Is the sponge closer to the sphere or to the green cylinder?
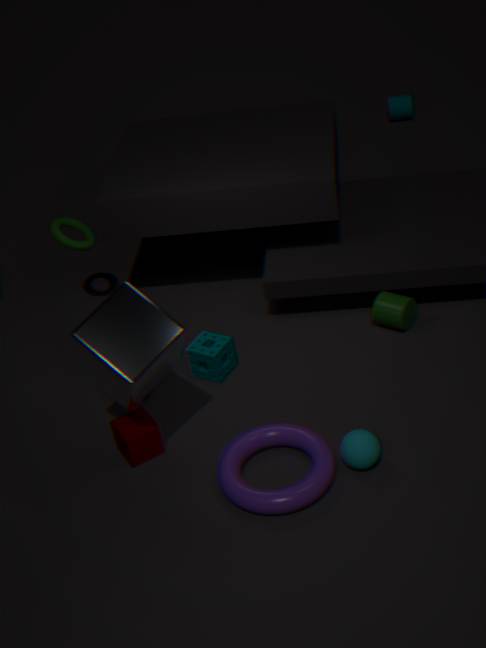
the green cylinder
